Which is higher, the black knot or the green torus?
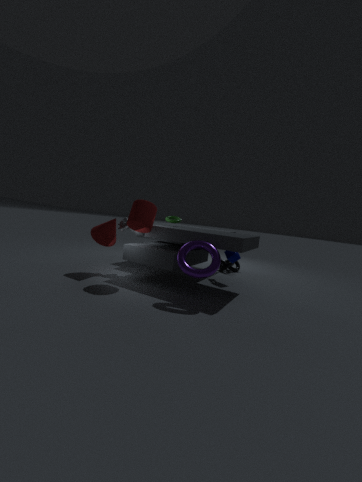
the green torus
